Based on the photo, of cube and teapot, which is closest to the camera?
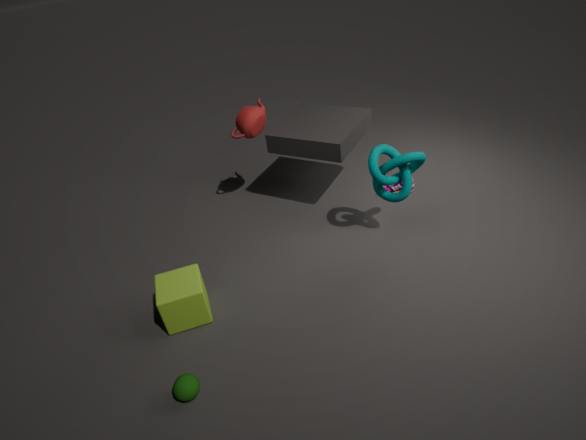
cube
